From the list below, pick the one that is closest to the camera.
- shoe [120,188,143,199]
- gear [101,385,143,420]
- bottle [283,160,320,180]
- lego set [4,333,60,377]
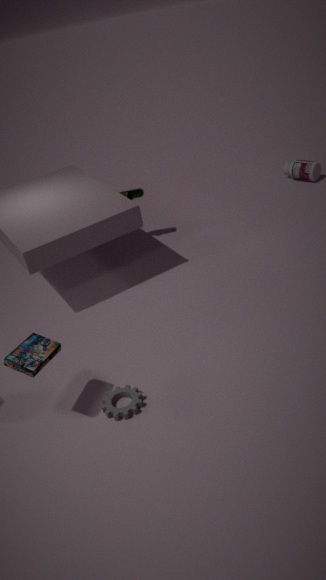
lego set [4,333,60,377]
